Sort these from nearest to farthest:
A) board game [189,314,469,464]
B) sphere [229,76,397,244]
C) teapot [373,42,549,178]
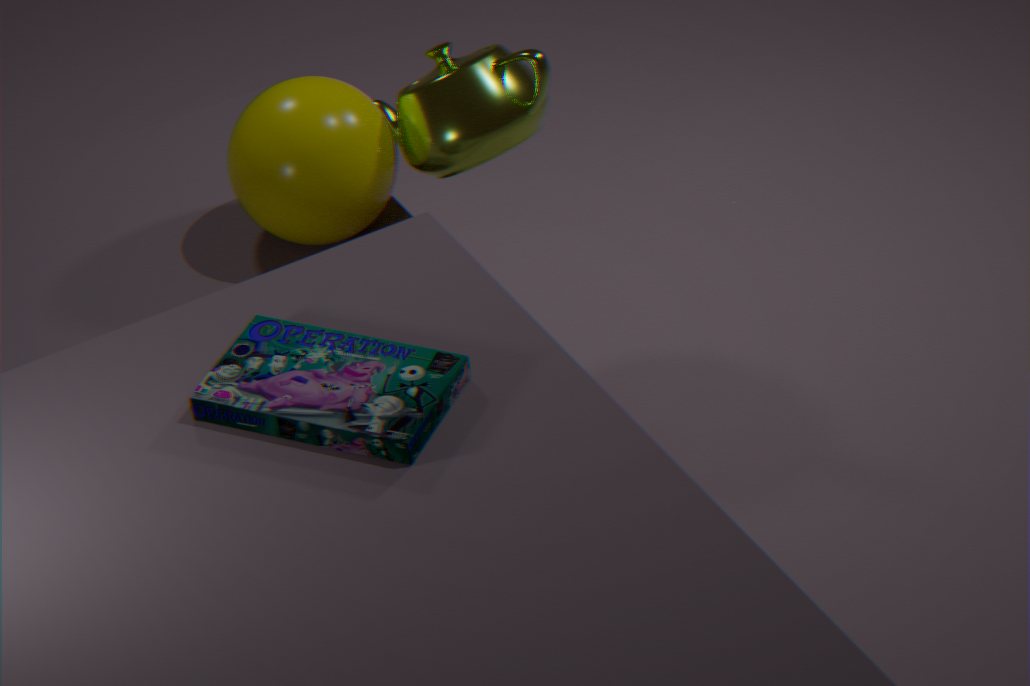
board game [189,314,469,464] < sphere [229,76,397,244] < teapot [373,42,549,178]
